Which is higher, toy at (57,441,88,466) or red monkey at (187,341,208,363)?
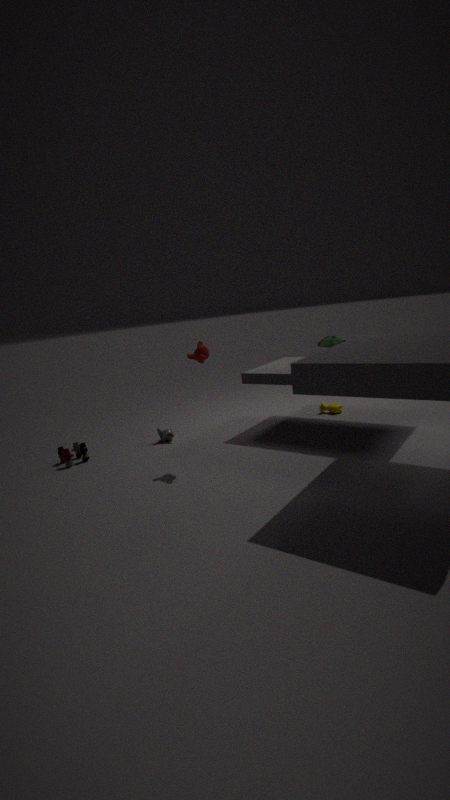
red monkey at (187,341,208,363)
